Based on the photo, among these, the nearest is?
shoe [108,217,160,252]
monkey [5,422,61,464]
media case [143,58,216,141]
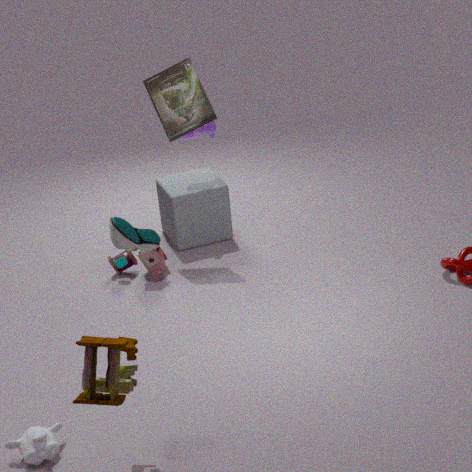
shoe [108,217,160,252]
